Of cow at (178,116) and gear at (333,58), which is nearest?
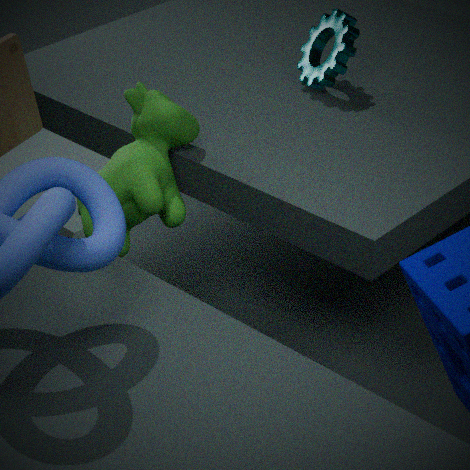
cow at (178,116)
